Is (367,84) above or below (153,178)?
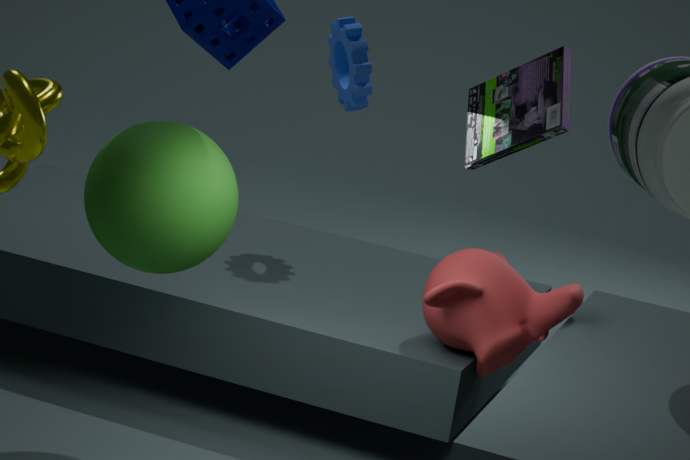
above
